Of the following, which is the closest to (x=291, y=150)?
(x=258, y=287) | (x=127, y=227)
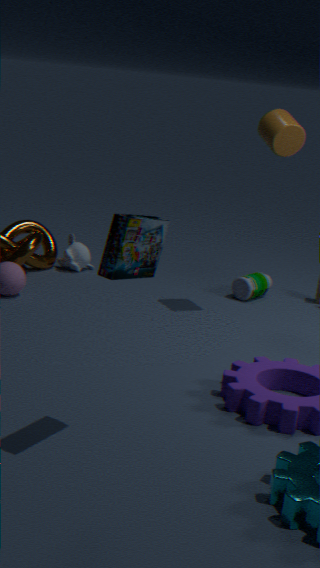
(x=258, y=287)
